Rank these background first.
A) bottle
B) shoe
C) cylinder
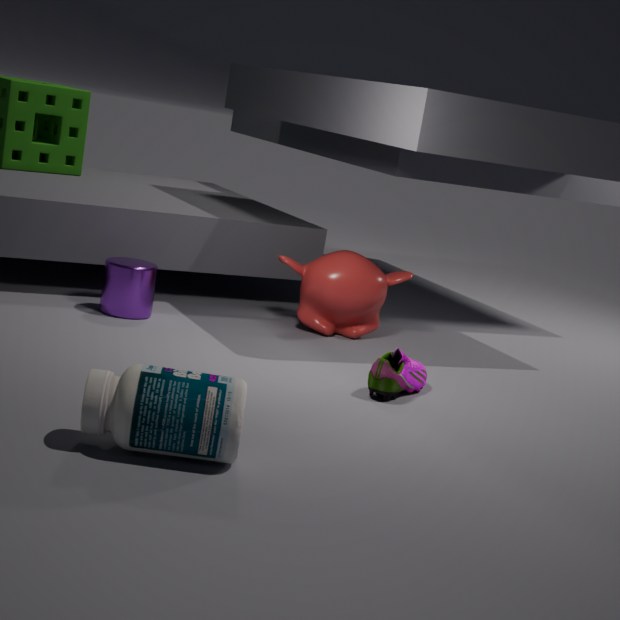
cylinder < shoe < bottle
